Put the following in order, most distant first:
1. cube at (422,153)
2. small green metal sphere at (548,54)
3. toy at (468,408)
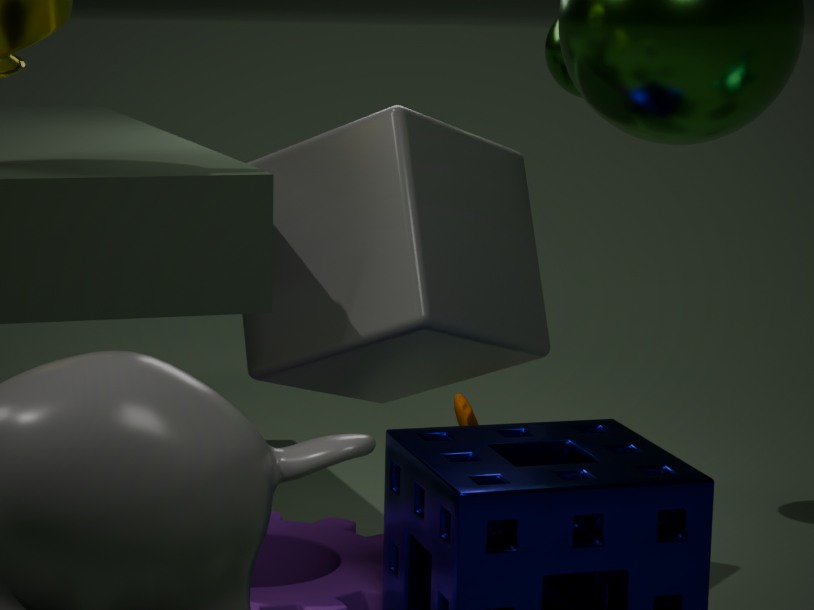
toy at (468,408)
small green metal sphere at (548,54)
cube at (422,153)
